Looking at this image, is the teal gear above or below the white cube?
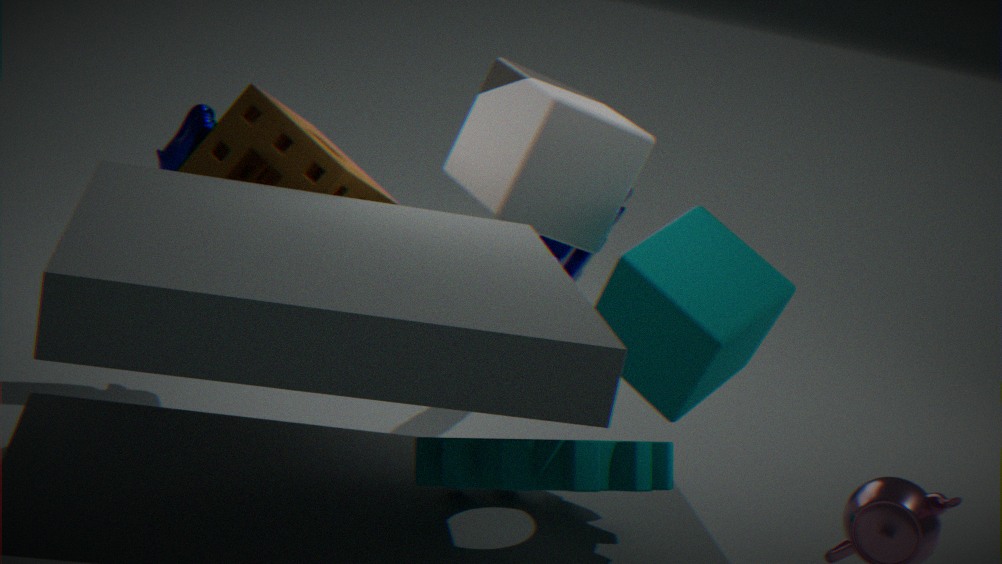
below
